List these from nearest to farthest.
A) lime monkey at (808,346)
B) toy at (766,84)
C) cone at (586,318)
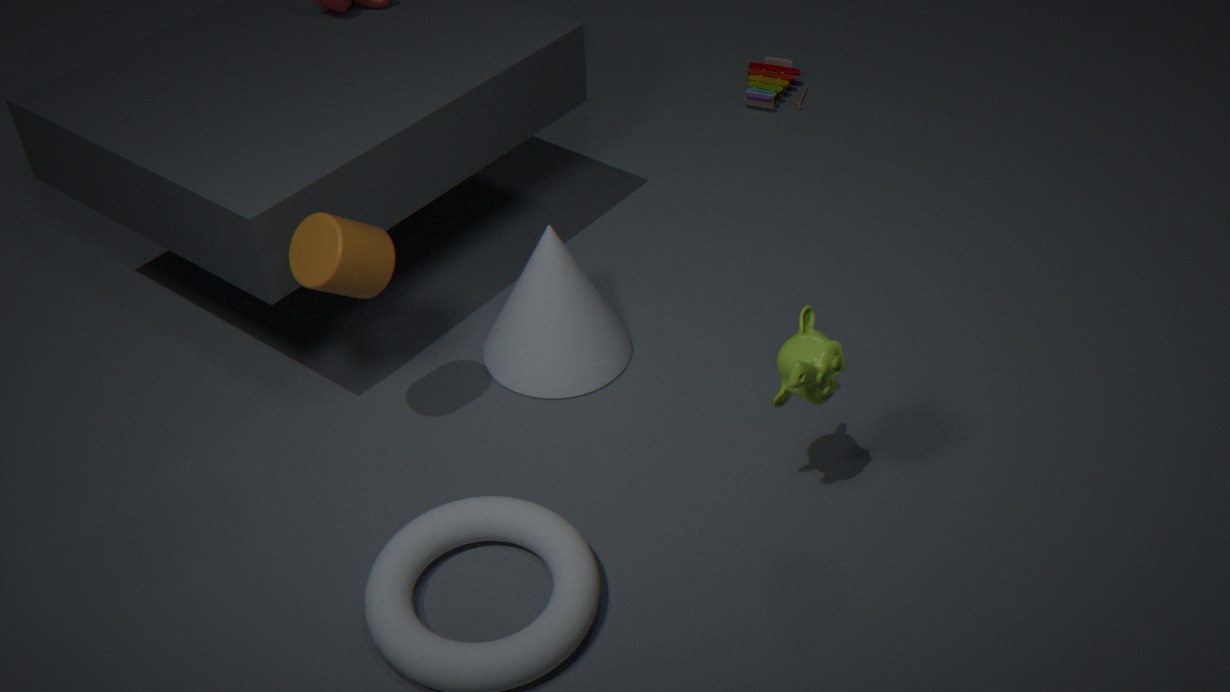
lime monkey at (808,346), cone at (586,318), toy at (766,84)
